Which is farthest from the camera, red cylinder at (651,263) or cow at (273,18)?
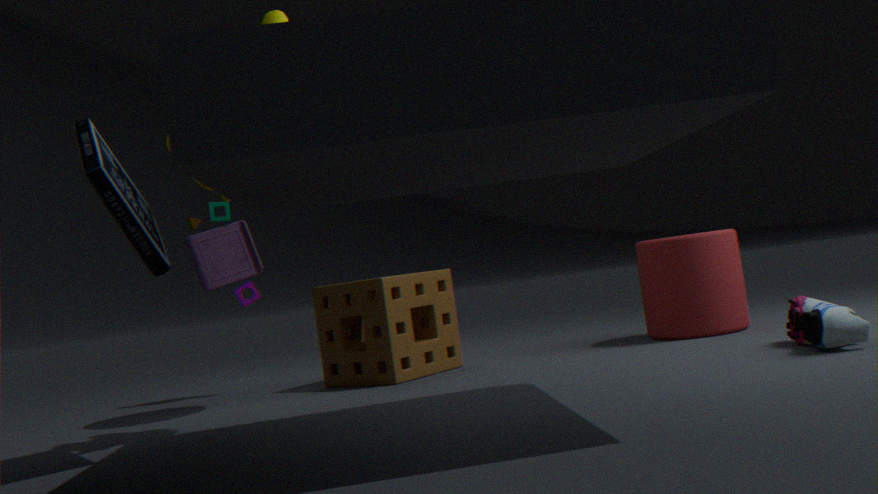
red cylinder at (651,263)
